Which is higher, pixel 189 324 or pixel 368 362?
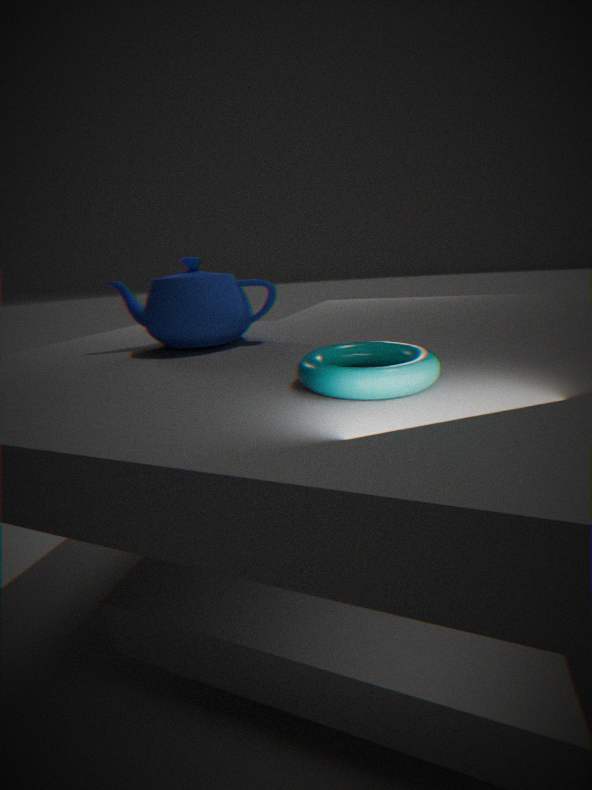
pixel 189 324
